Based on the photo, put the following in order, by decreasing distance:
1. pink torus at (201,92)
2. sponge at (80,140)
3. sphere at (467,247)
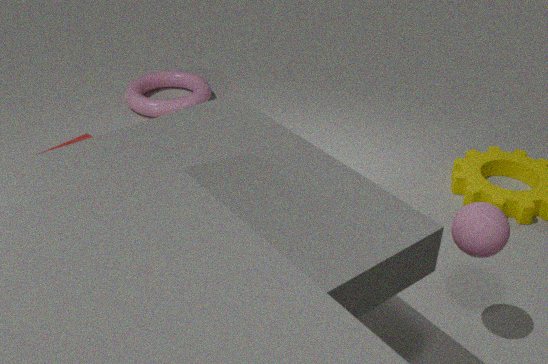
pink torus at (201,92)
sponge at (80,140)
sphere at (467,247)
